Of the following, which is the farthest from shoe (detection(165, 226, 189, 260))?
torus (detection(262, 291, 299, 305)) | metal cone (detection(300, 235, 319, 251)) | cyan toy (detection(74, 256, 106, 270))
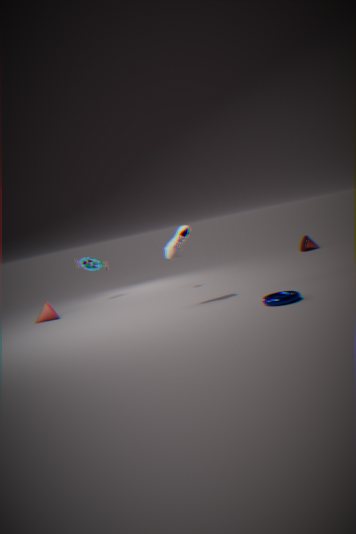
metal cone (detection(300, 235, 319, 251))
